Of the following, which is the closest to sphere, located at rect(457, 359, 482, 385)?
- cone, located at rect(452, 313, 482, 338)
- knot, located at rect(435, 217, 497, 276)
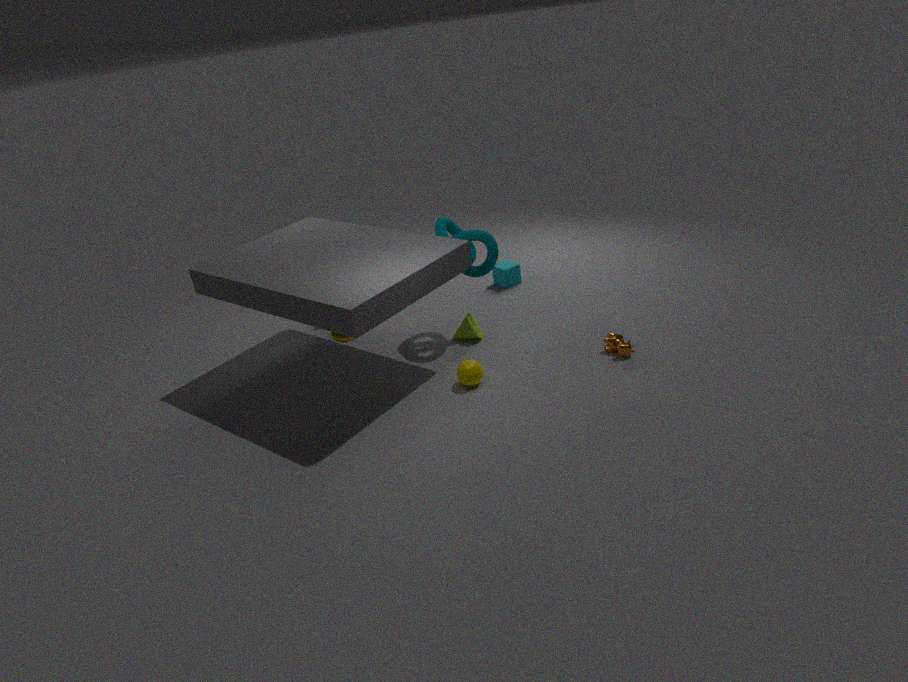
cone, located at rect(452, 313, 482, 338)
